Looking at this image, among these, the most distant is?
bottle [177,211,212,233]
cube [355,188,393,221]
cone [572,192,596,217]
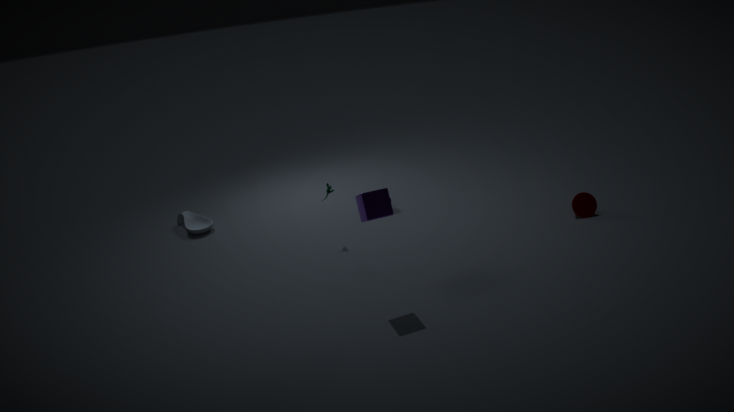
bottle [177,211,212,233]
